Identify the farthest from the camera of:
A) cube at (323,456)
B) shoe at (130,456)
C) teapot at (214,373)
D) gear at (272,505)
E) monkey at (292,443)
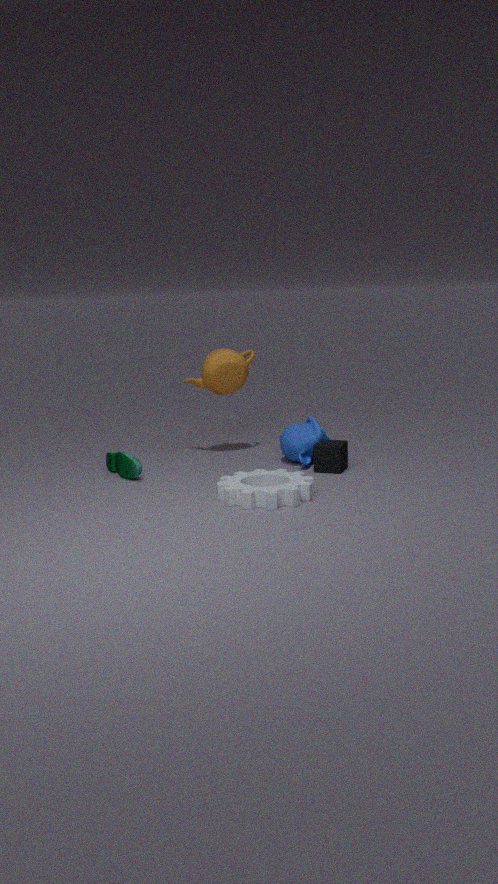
C. teapot at (214,373)
